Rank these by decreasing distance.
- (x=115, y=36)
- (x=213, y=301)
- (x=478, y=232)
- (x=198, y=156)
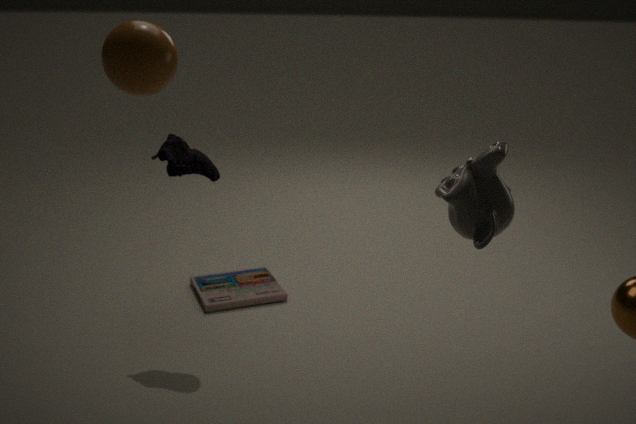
1. (x=213, y=301)
2. (x=198, y=156)
3. (x=115, y=36)
4. (x=478, y=232)
